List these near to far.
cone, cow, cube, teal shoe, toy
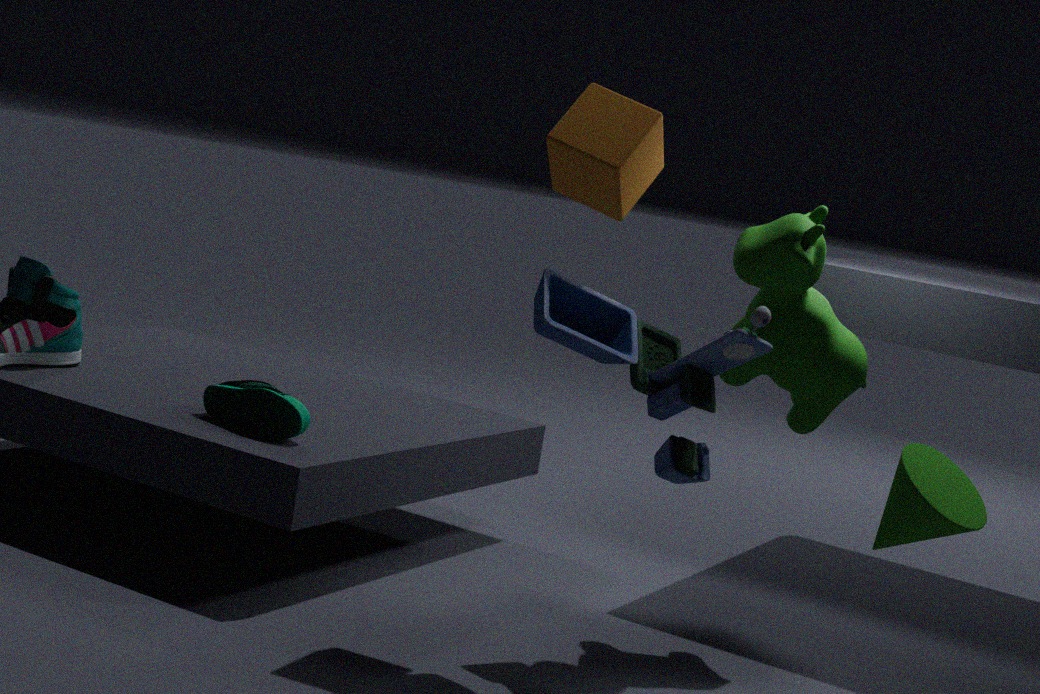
cone
toy
cube
cow
teal shoe
